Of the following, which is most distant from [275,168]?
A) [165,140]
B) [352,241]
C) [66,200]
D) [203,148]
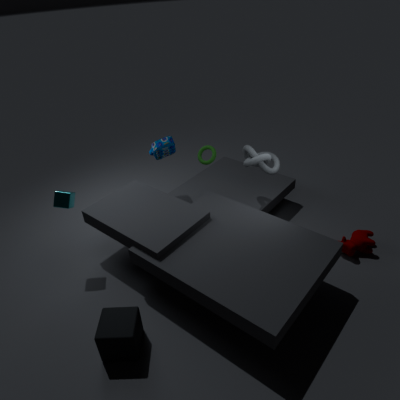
[66,200]
